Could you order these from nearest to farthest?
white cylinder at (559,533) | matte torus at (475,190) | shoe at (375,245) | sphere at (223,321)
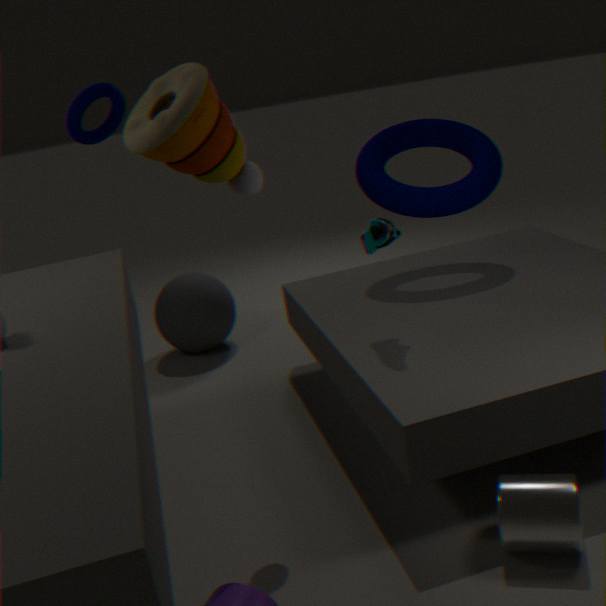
white cylinder at (559,533) → shoe at (375,245) → matte torus at (475,190) → sphere at (223,321)
